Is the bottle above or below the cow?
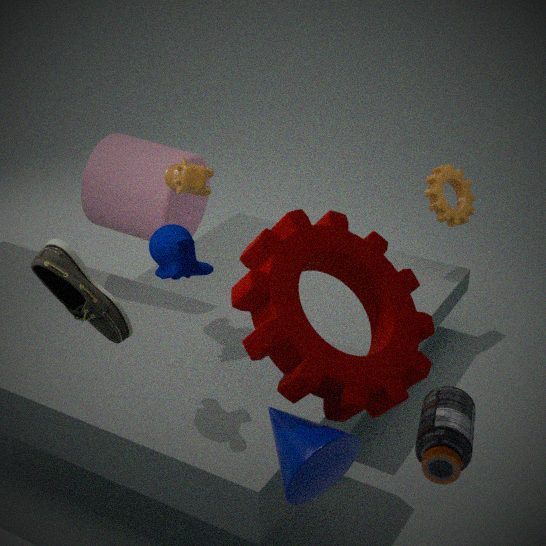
below
